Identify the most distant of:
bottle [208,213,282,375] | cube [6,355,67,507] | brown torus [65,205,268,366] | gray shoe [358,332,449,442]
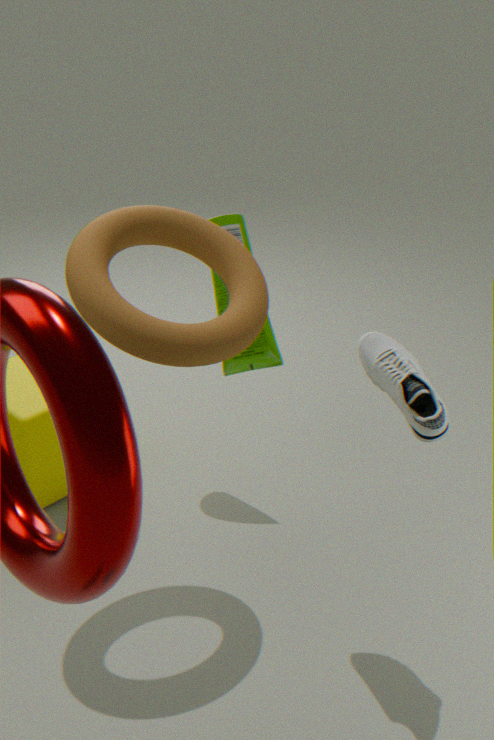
bottle [208,213,282,375]
